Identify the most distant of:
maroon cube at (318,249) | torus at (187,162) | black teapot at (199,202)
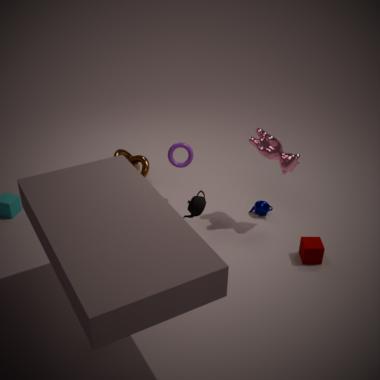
torus at (187,162)
